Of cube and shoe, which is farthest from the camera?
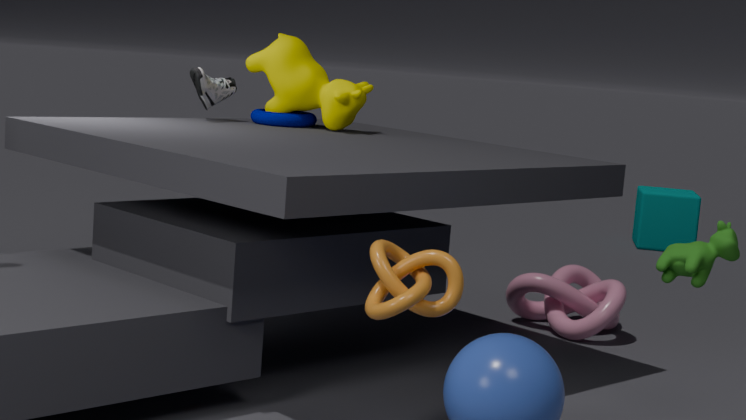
cube
